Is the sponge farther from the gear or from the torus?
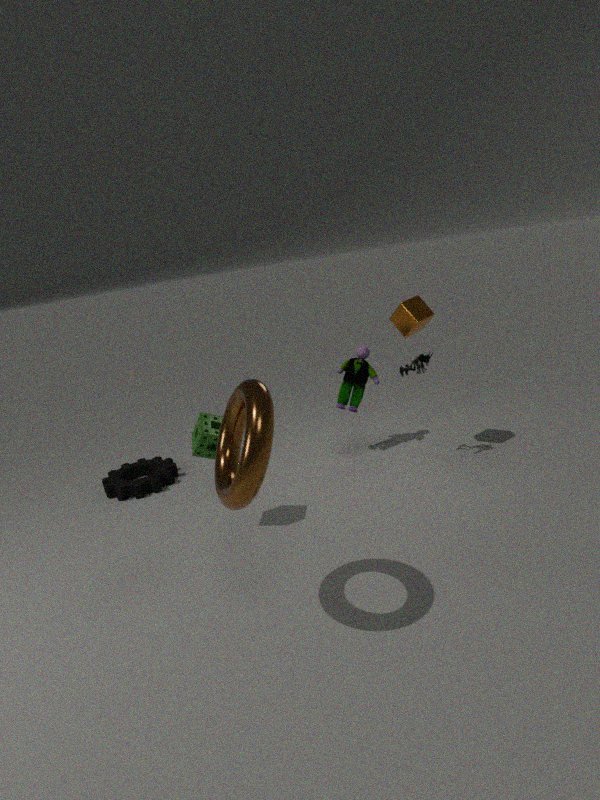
the gear
